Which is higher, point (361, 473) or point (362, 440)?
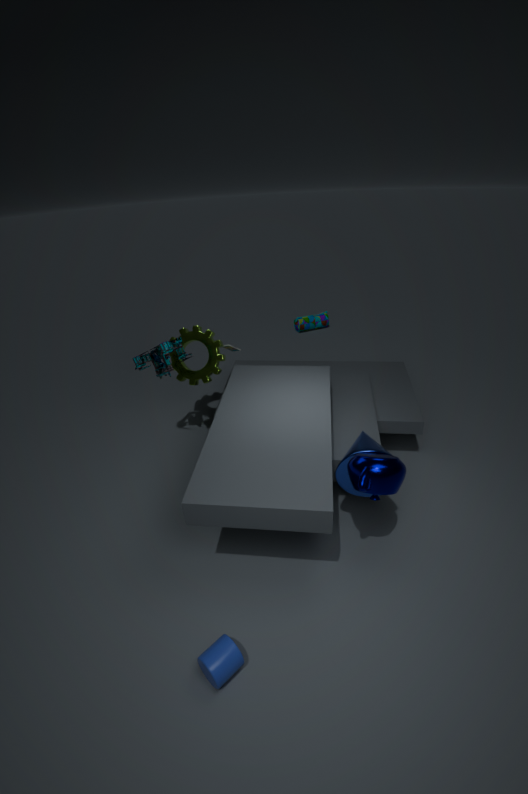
point (361, 473)
